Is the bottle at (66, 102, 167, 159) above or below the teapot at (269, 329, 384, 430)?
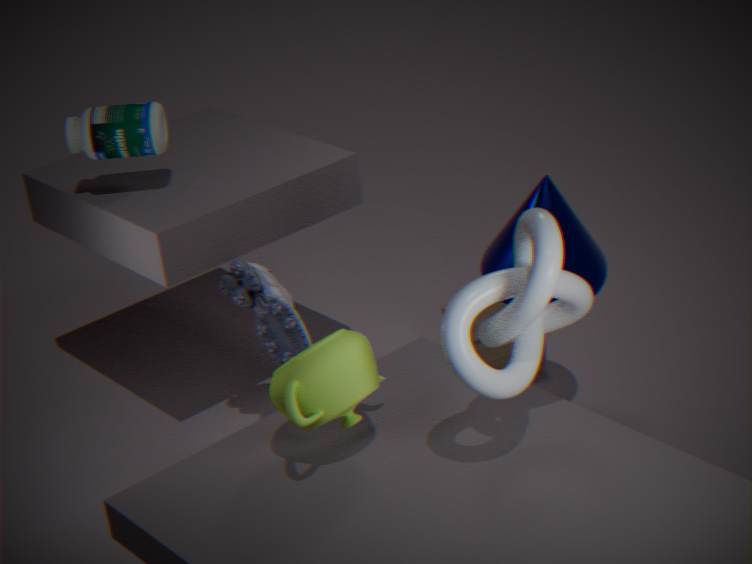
above
